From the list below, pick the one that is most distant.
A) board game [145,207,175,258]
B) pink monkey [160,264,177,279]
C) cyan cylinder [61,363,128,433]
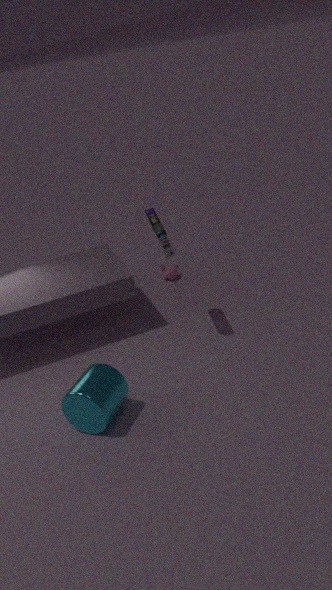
pink monkey [160,264,177,279]
